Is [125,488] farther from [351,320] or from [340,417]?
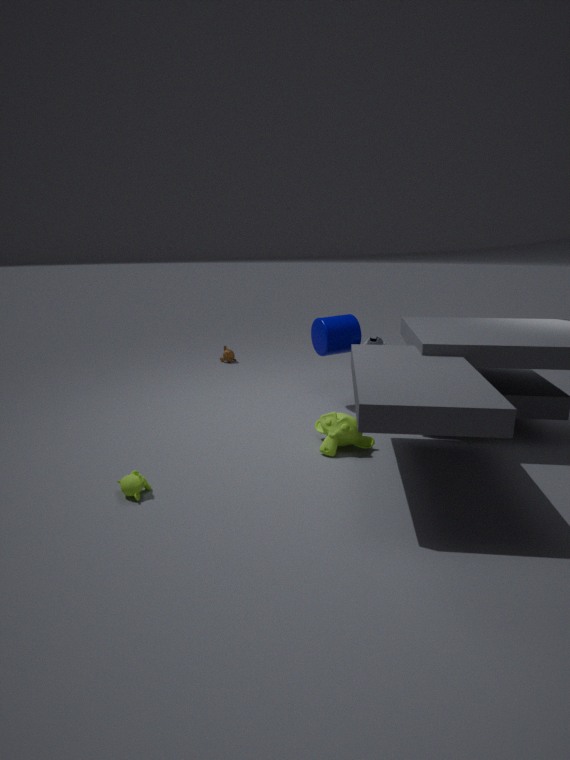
[351,320]
